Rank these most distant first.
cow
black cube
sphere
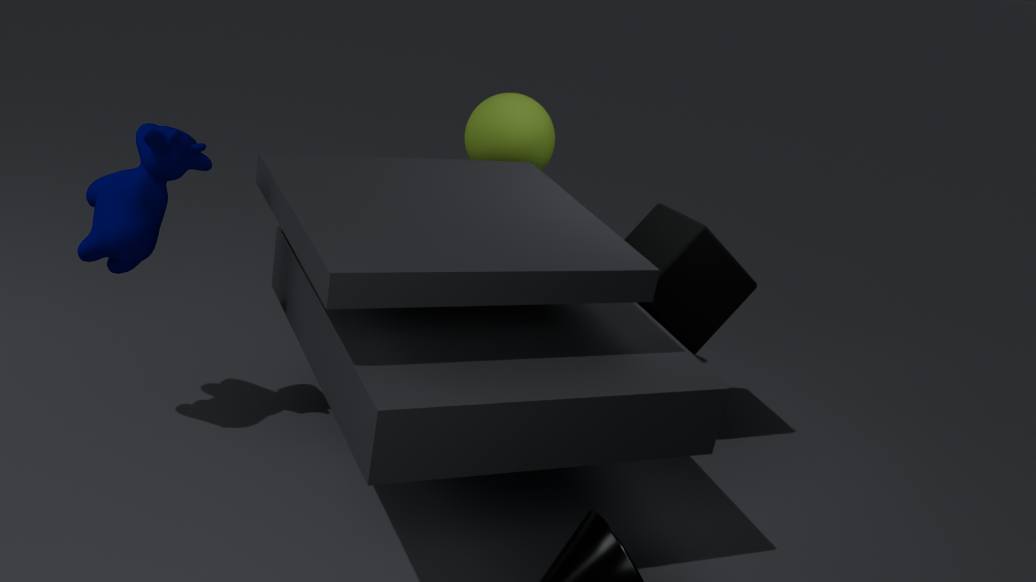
sphere
black cube
cow
